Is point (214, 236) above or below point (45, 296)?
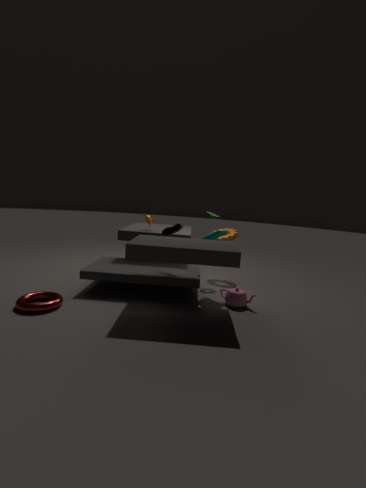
above
